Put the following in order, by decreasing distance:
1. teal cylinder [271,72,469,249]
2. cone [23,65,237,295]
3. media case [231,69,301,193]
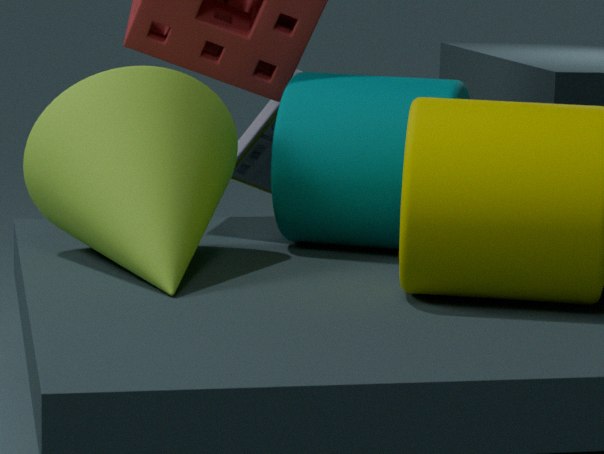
media case [231,69,301,193] → teal cylinder [271,72,469,249] → cone [23,65,237,295]
